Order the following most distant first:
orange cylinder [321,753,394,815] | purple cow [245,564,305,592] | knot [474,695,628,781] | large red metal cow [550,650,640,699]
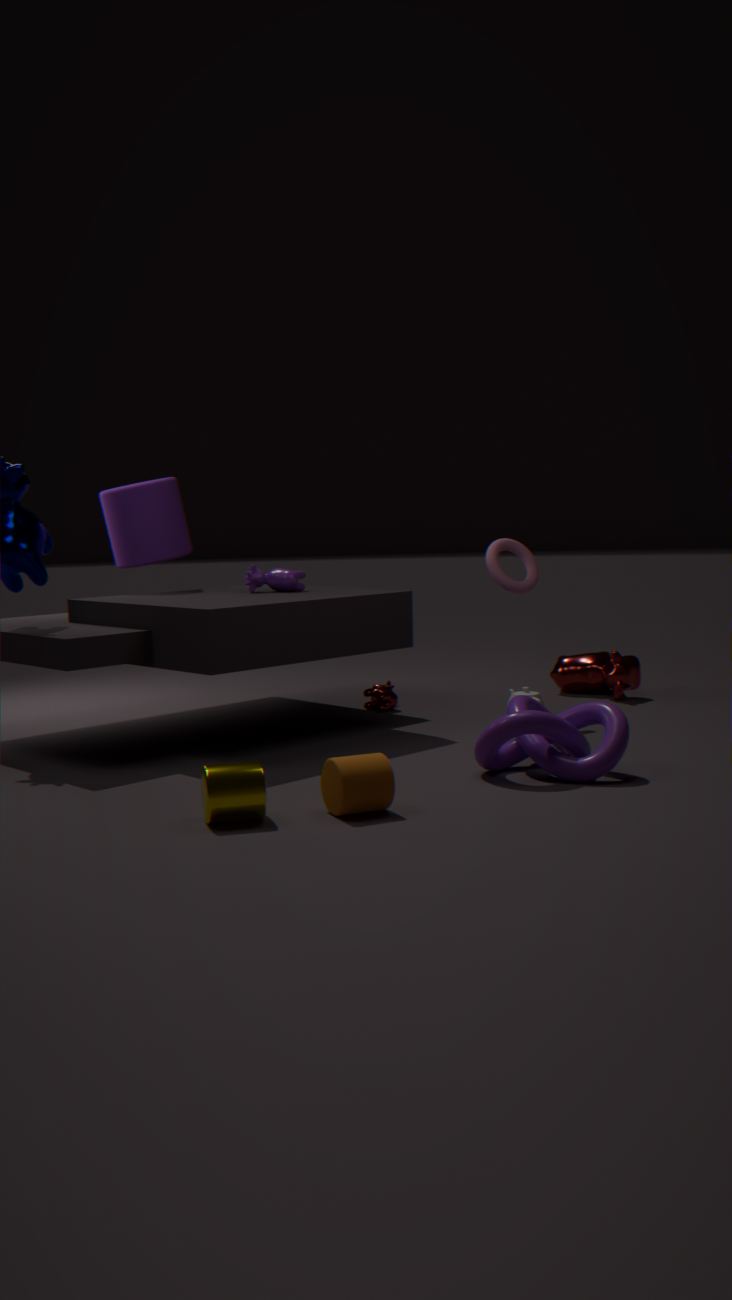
large red metal cow [550,650,640,699], purple cow [245,564,305,592], knot [474,695,628,781], orange cylinder [321,753,394,815]
